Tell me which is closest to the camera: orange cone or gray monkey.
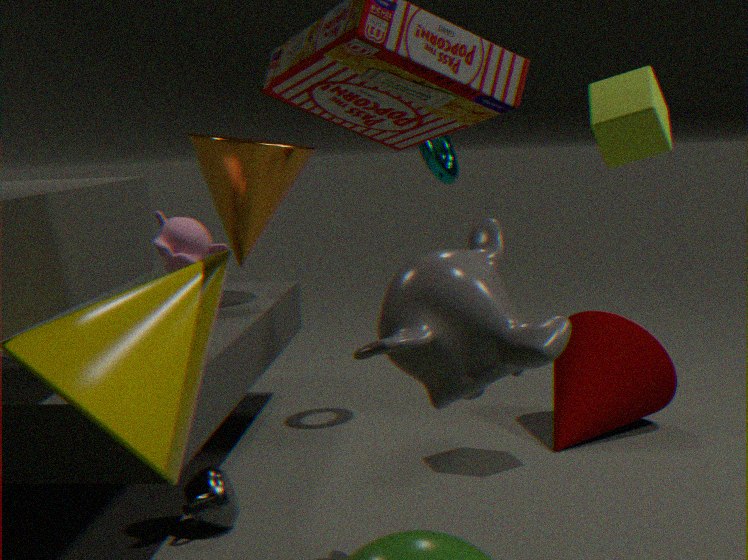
gray monkey
